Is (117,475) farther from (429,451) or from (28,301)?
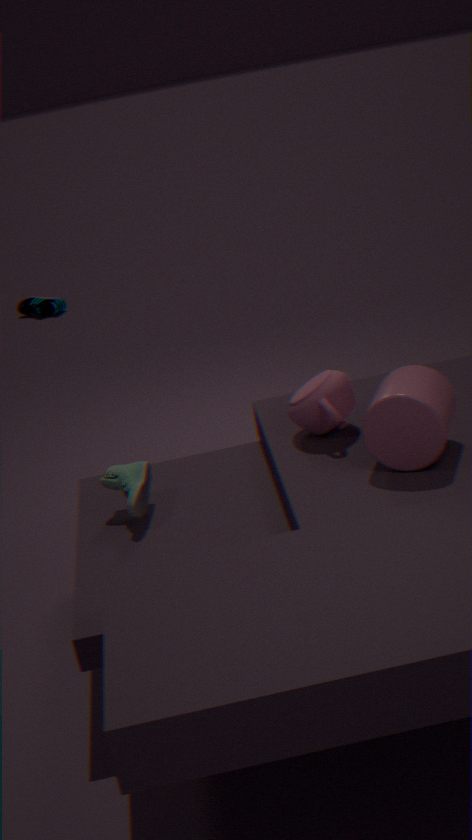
(28,301)
